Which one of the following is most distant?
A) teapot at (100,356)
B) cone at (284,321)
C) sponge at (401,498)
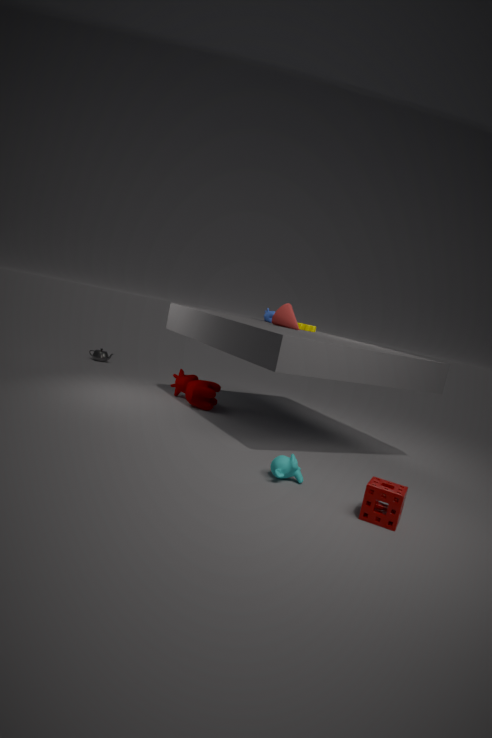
teapot at (100,356)
